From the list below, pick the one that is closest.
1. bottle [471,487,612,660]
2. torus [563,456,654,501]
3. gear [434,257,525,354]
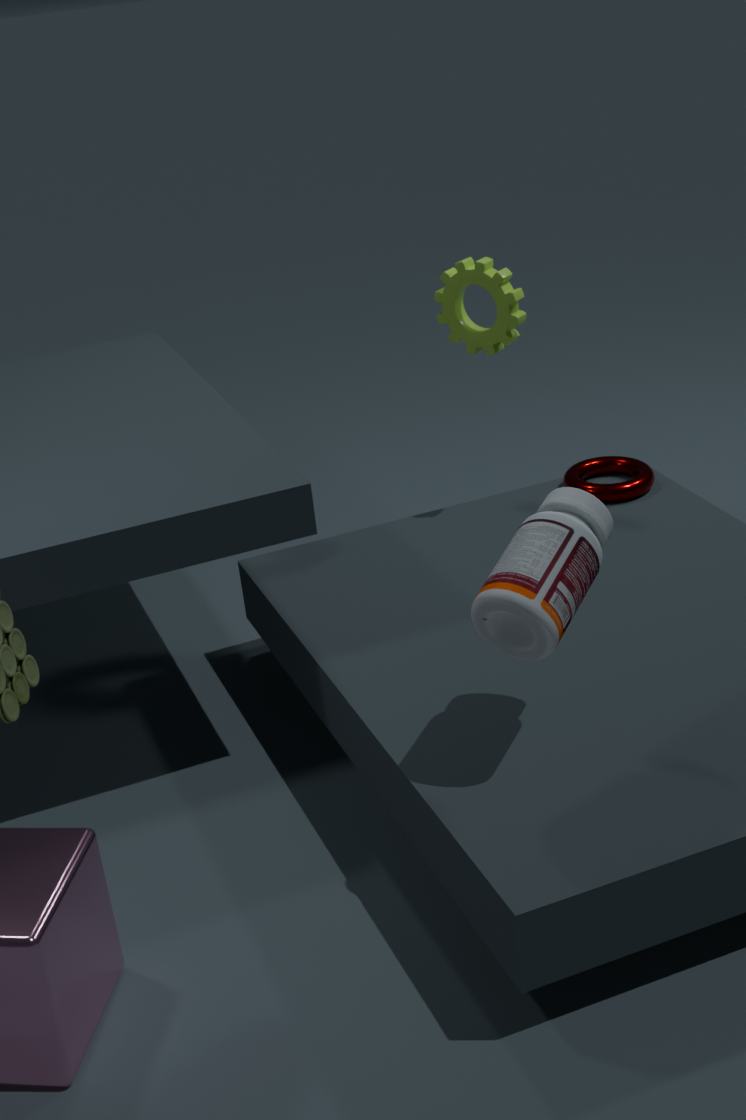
bottle [471,487,612,660]
